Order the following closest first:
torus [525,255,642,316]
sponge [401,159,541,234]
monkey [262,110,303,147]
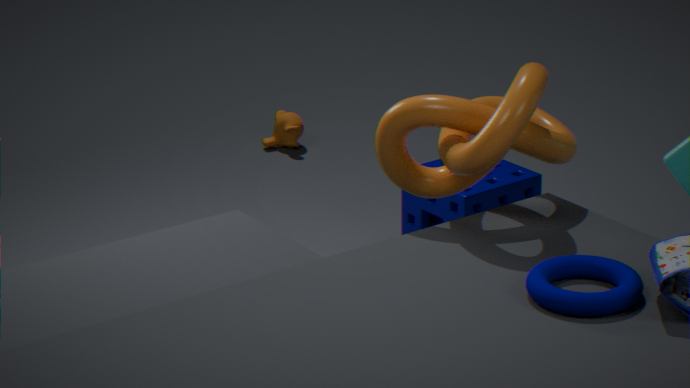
torus [525,255,642,316]
sponge [401,159,541,234]
monkey [262,110,303,147]
